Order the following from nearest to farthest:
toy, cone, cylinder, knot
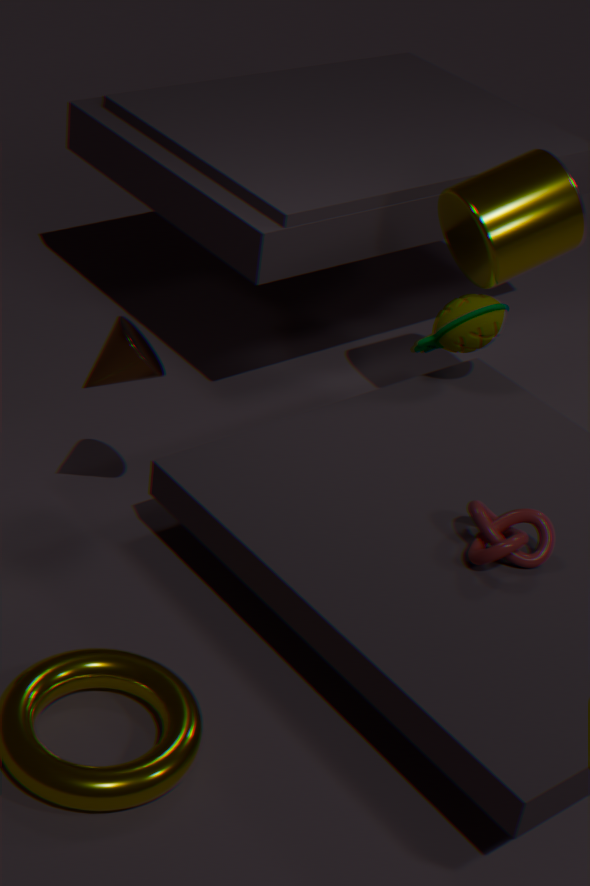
knot → cone → cylinder → toy
